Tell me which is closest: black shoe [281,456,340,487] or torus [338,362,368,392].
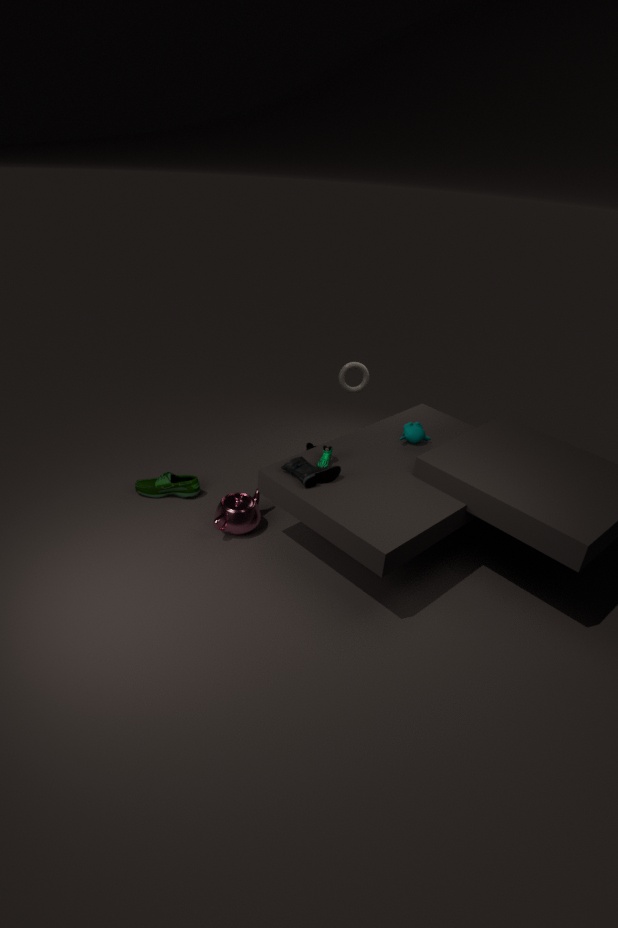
black shoe [281,456,340,487]
